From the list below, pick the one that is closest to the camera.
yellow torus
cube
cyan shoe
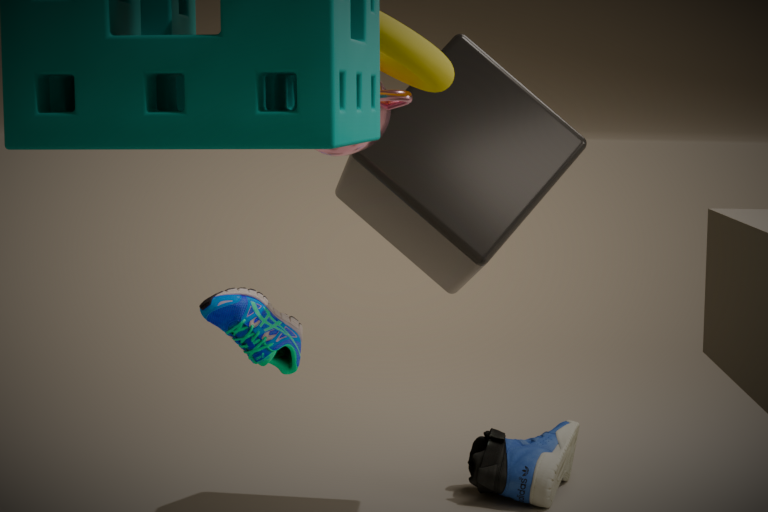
yellow torus
